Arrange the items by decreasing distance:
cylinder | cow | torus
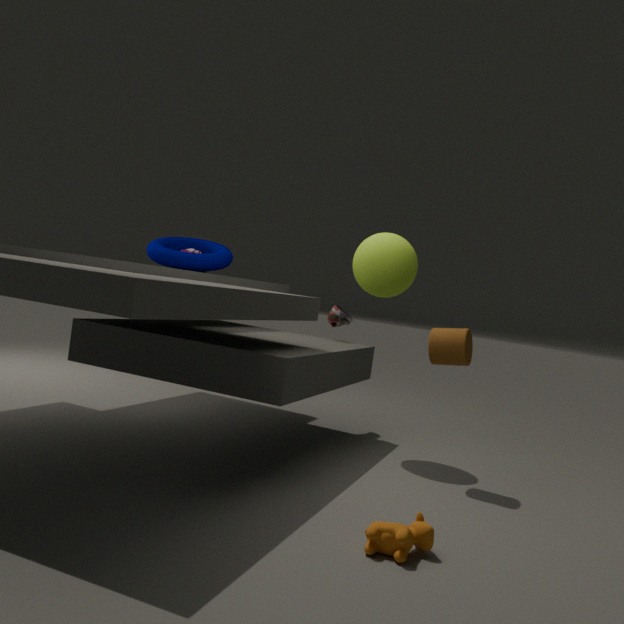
torus
cylinder
cow
